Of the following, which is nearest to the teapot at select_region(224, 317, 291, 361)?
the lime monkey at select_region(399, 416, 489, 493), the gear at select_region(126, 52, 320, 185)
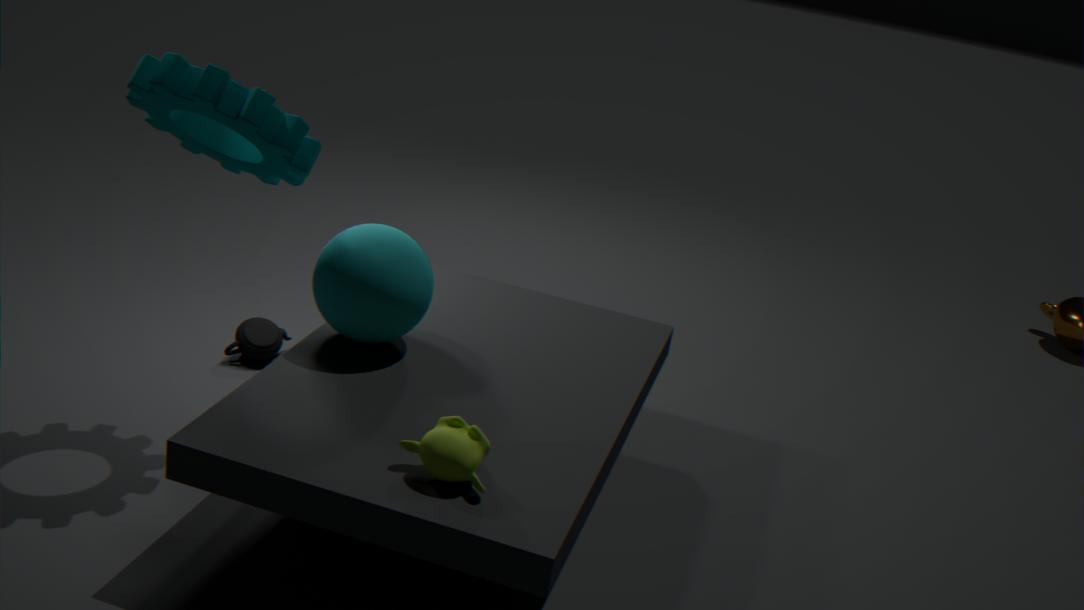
the gear at select_region(126, 52, 320, 185)
